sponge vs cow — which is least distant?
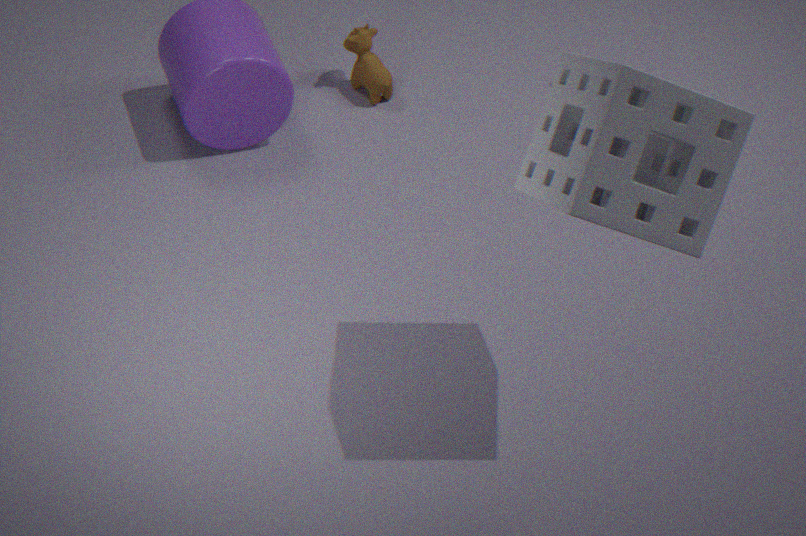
sponge
